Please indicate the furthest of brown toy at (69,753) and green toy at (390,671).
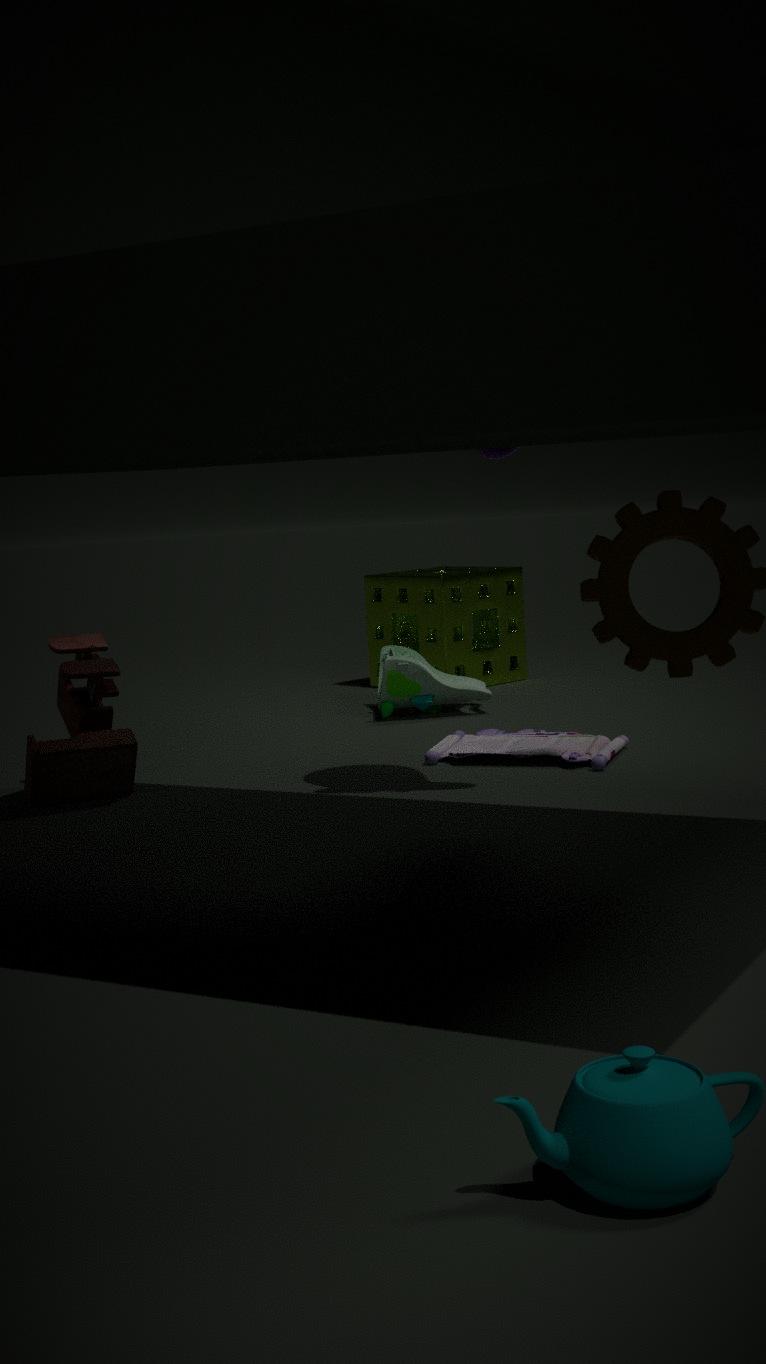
green toy at (390,671)
